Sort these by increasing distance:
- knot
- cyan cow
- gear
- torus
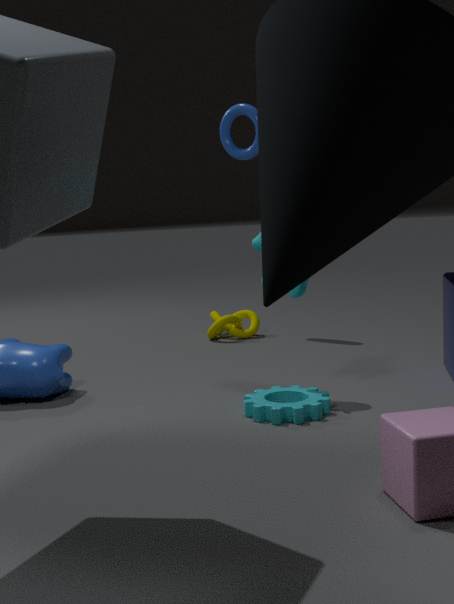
gear < cyan cow < torus < knot
